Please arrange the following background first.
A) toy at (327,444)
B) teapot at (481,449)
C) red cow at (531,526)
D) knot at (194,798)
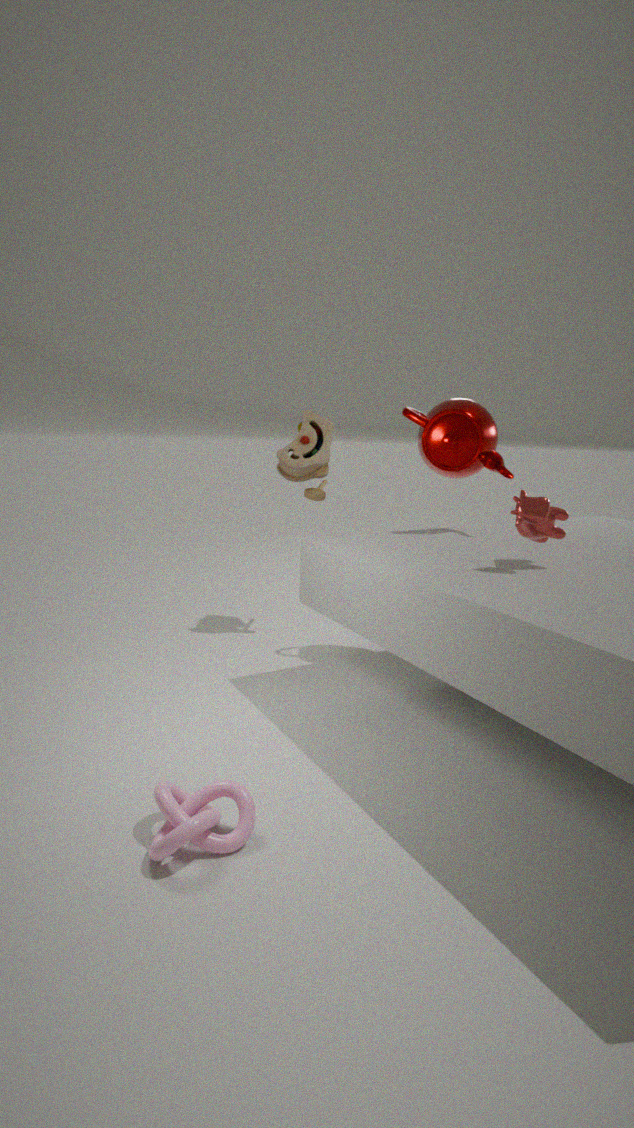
toy at (327,444) < teapot at (481,449) < red cow at (531,526) < knot at (194,798)
